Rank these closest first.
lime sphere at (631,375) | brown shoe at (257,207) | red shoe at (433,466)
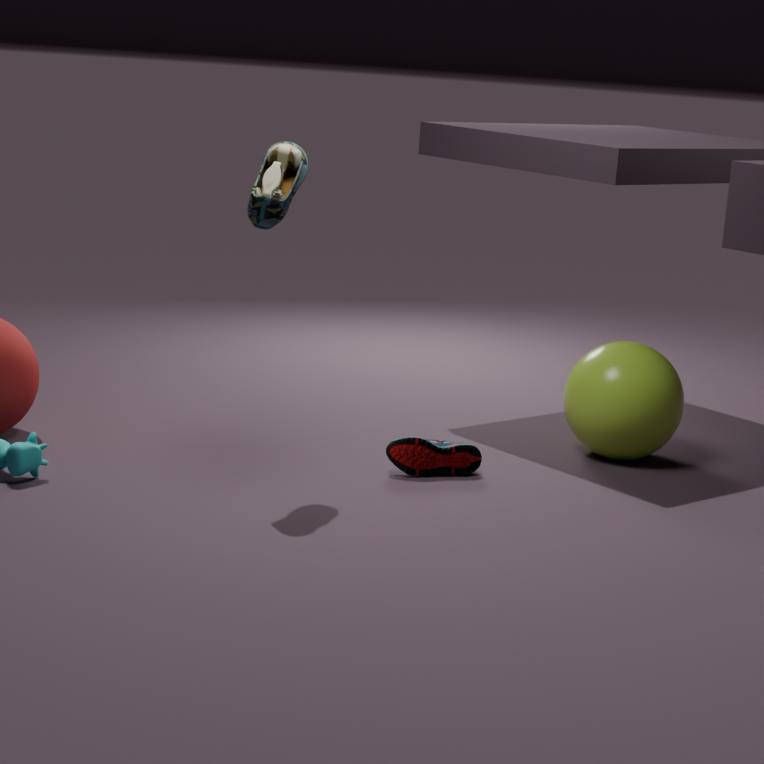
brown shoe at (257,207) → red shoe at (433,466) → lime sphere at (631,375)
